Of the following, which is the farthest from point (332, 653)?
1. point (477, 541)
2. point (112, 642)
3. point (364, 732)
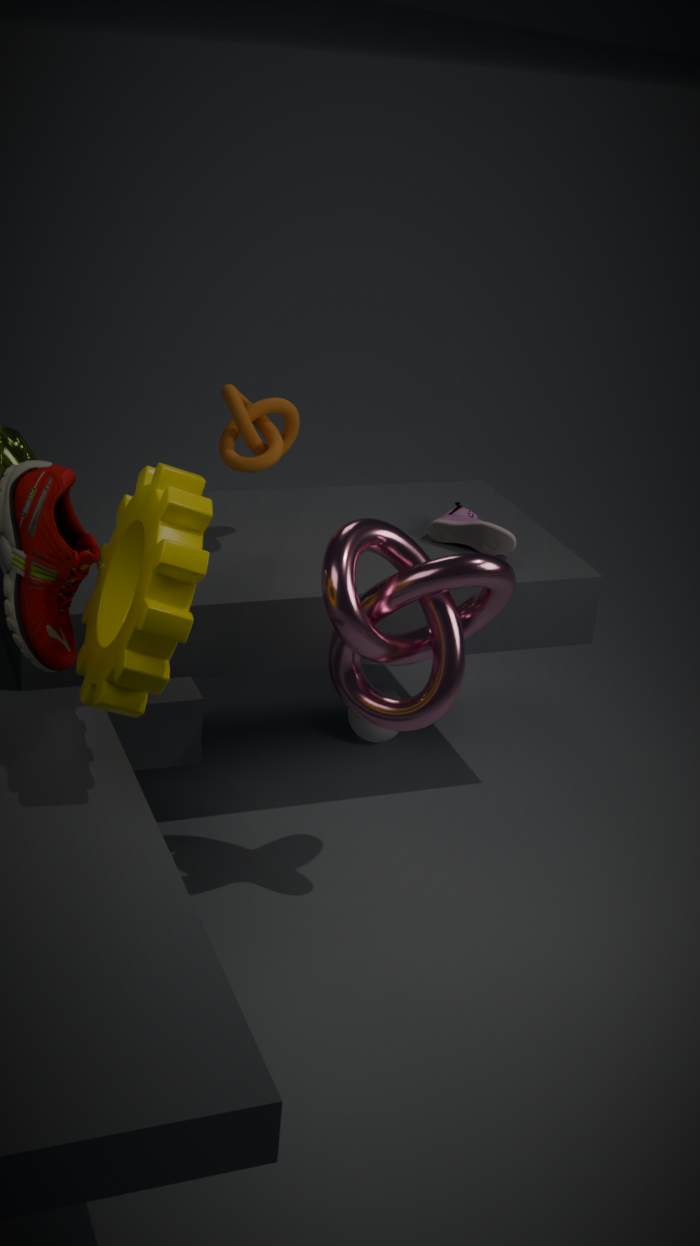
point (364, 732)
